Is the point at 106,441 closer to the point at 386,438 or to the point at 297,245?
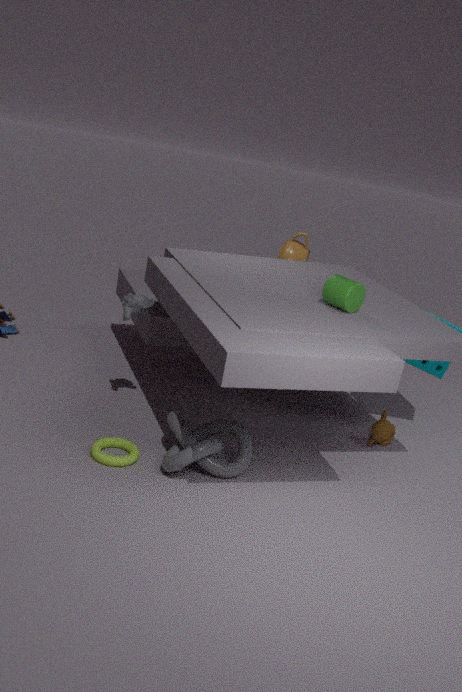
the point at 386,438
